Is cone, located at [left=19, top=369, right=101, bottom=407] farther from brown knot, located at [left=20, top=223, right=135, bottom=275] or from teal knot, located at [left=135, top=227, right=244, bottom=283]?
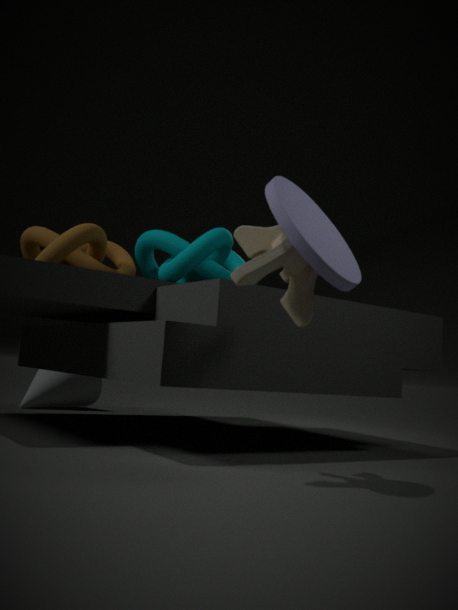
teal knot, located at [left=135, top=227, right=244, bottom=283]
